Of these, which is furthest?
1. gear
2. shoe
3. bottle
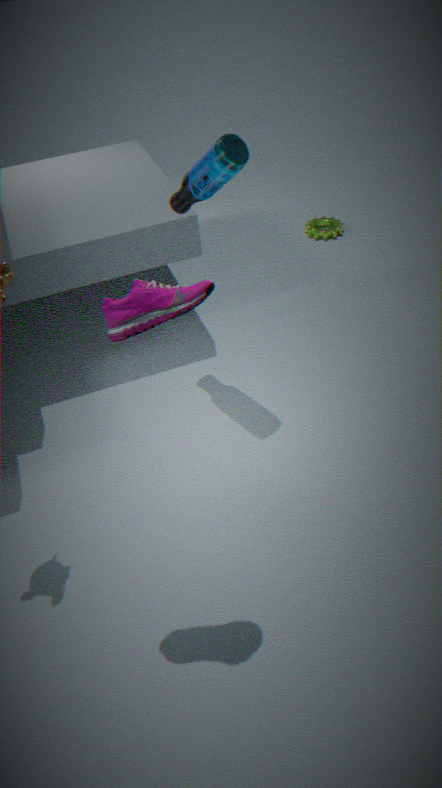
gear
